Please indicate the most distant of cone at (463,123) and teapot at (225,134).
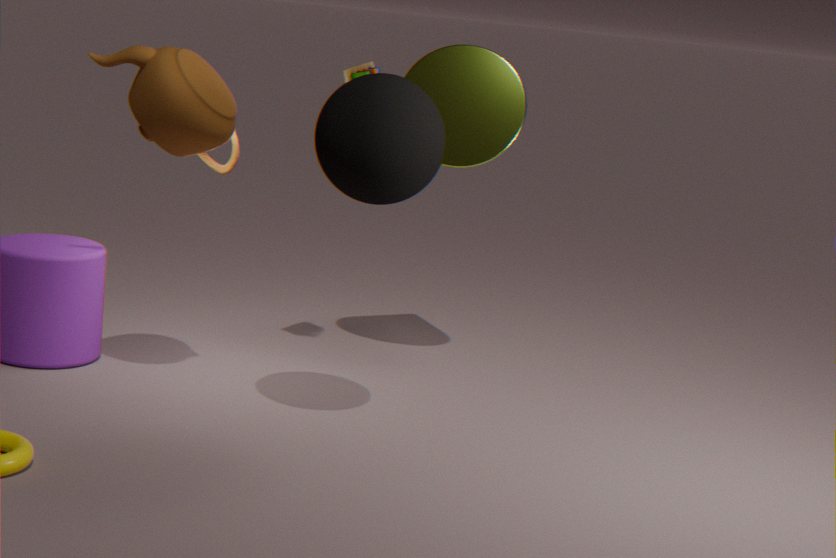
cone at (463,123)
